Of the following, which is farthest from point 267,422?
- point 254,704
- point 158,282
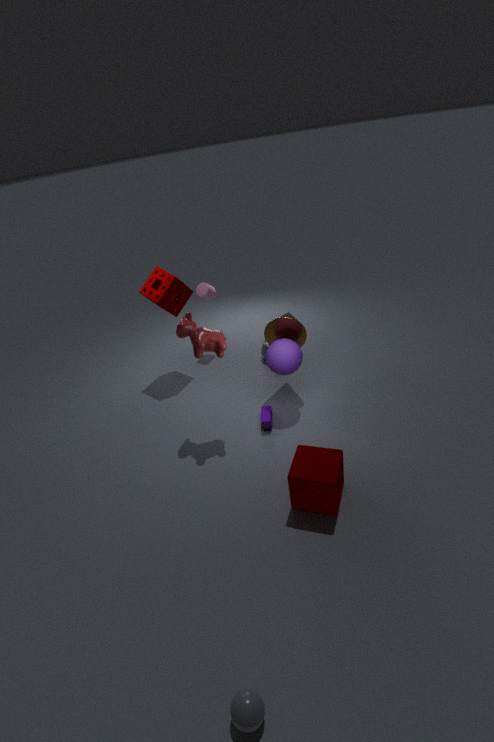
point 254,704
